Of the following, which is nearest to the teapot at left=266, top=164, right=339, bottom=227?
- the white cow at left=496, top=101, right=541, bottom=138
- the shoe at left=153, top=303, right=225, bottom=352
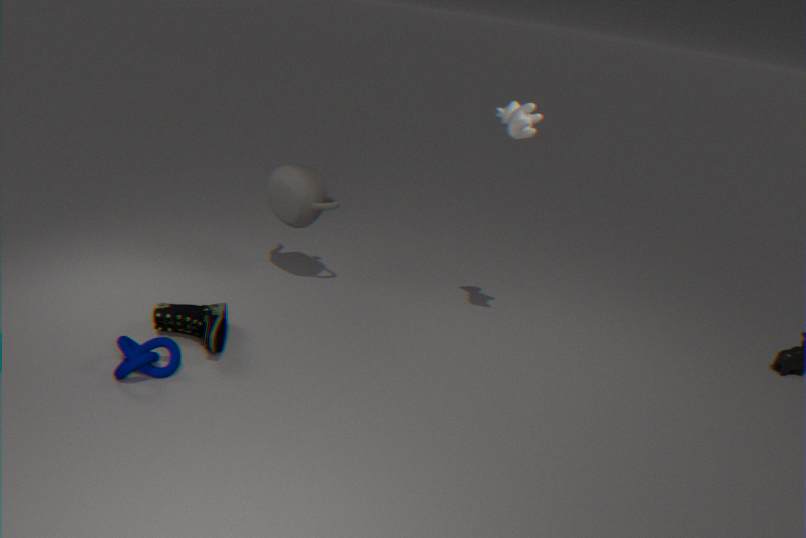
the shoe at left=153, top=303, right=225, bottom=352
